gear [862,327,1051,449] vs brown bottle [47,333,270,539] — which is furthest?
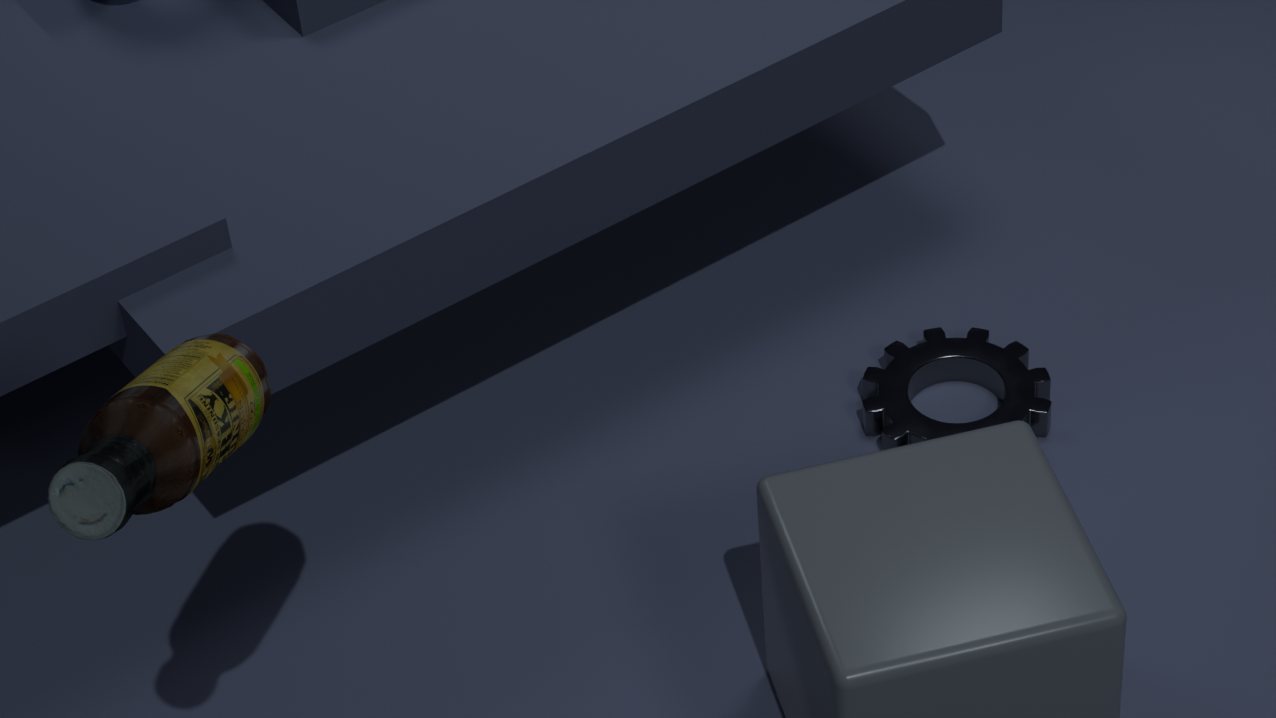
gear [862,327,1051,449]
